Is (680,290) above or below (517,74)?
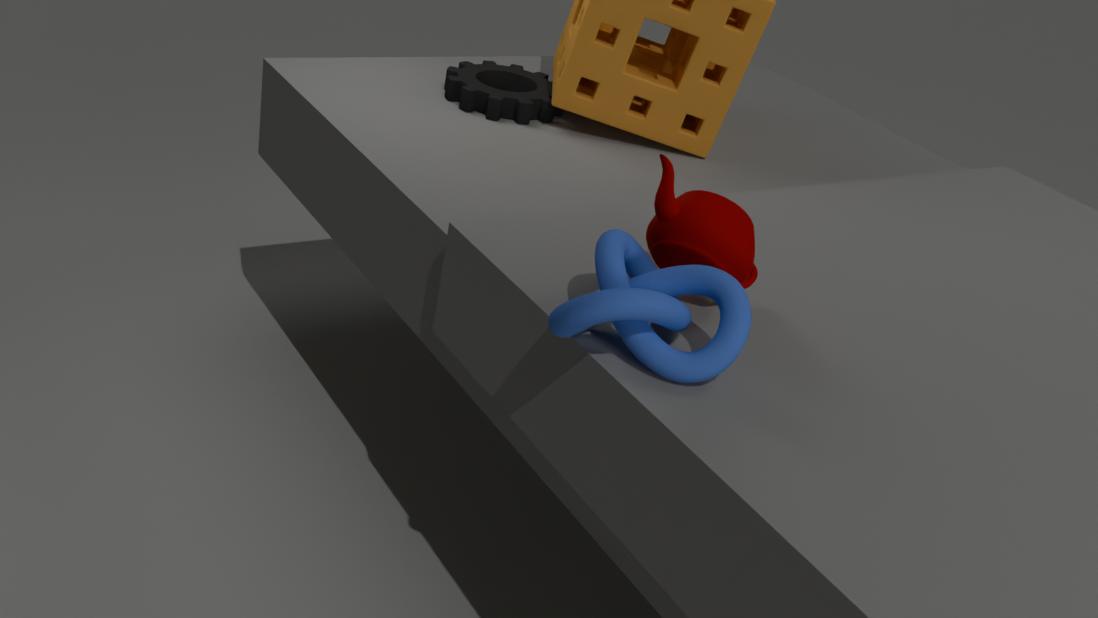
above
